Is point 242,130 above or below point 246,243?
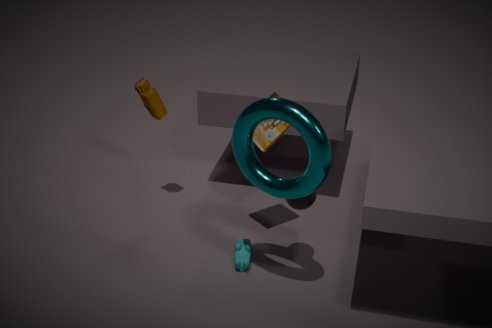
above
